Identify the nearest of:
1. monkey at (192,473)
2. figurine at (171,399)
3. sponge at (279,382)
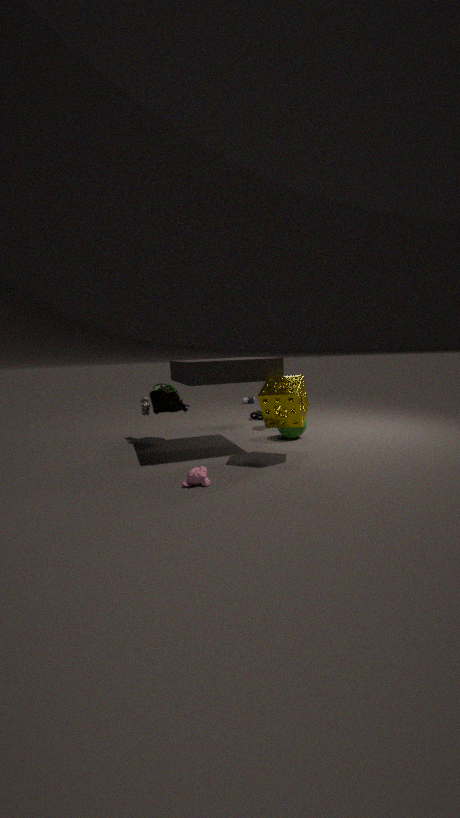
monkey at (192,473)
